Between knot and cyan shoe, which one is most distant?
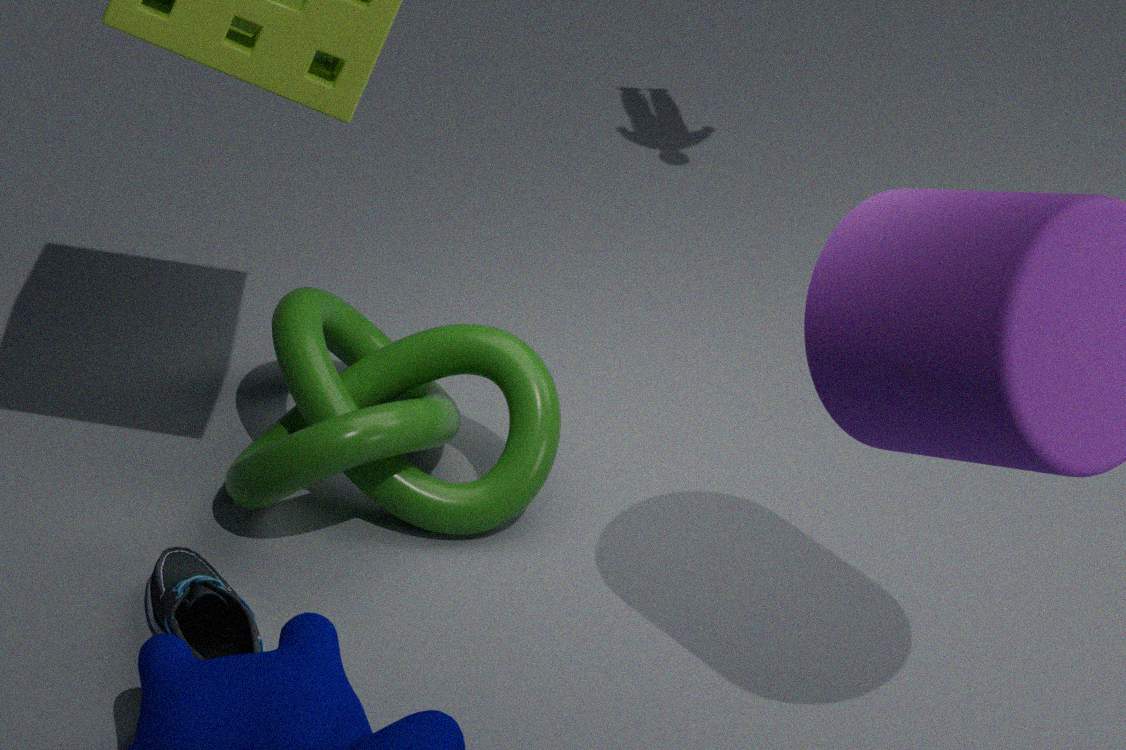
knot
